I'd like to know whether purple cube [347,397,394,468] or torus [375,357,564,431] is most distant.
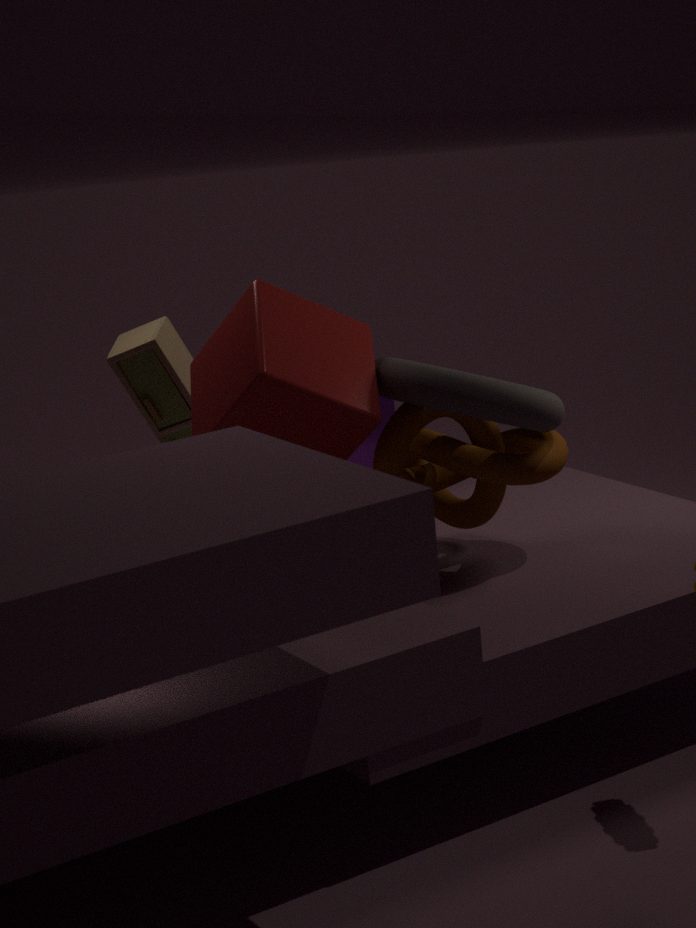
purple cube [347,397,394,468]
